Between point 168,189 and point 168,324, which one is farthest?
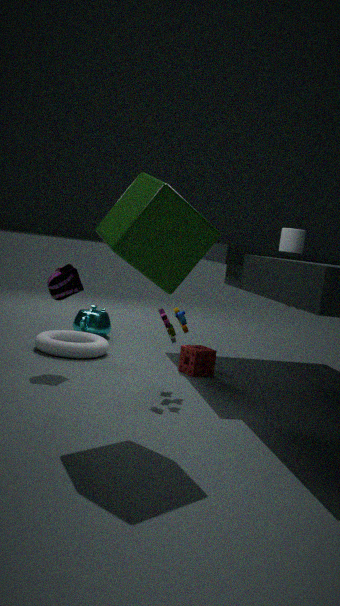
point 168,324
